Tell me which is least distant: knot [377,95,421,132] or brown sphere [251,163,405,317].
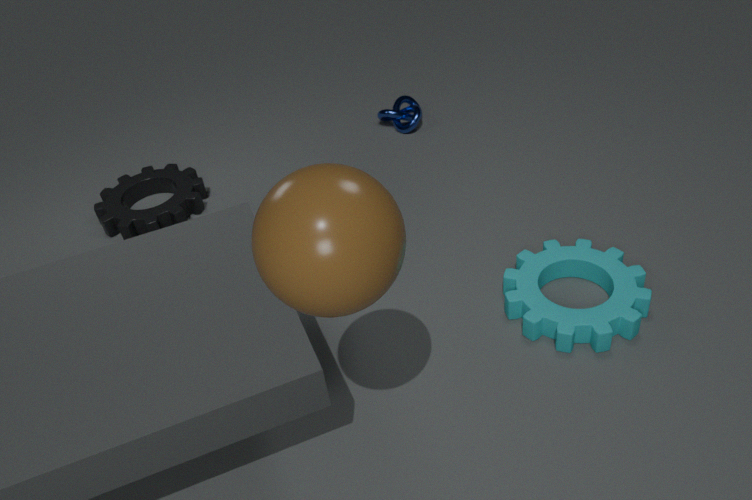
brown sphere [251,163,405,317]
